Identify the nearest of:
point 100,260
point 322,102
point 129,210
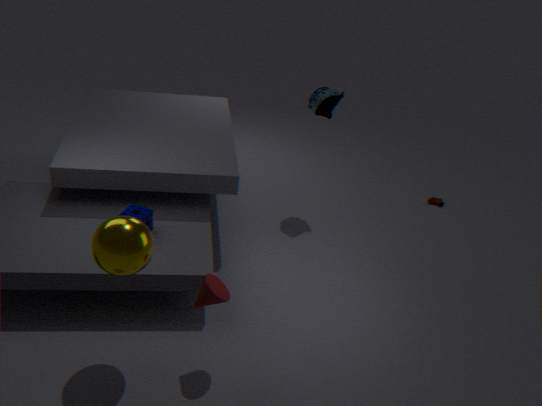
point 100,260
